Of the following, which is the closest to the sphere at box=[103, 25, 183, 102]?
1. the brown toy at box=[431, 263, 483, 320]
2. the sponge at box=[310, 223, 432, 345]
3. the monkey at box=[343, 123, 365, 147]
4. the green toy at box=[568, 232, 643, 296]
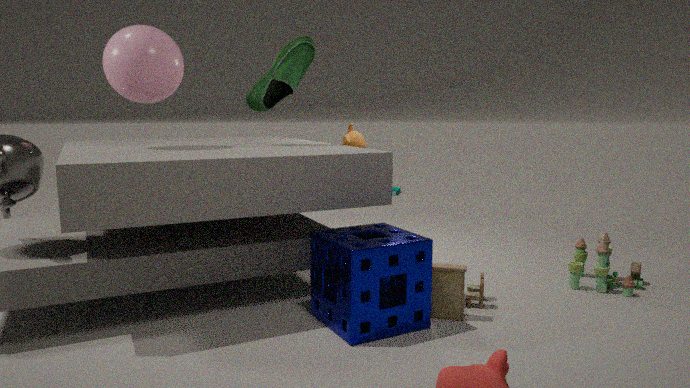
the sponge at box=[310, 223, 432, 345]
